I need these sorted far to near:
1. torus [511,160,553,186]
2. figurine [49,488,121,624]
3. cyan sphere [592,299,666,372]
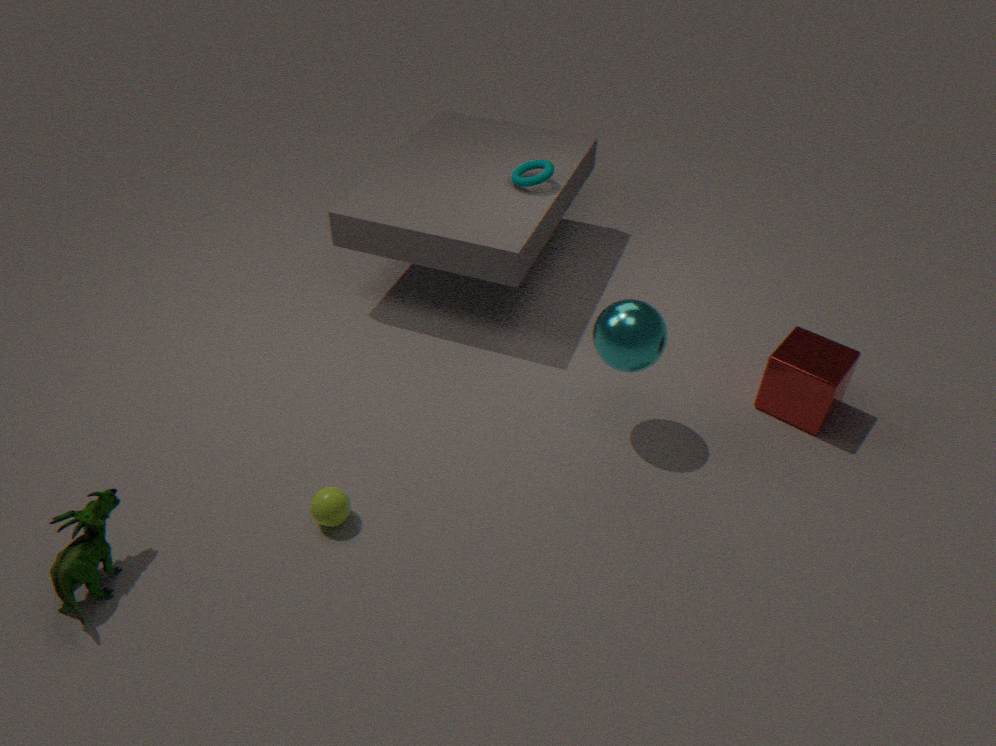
torus [511,160,553,186] < cyan sphere [592,299,666,372] < figurine [49,488,121,624]
